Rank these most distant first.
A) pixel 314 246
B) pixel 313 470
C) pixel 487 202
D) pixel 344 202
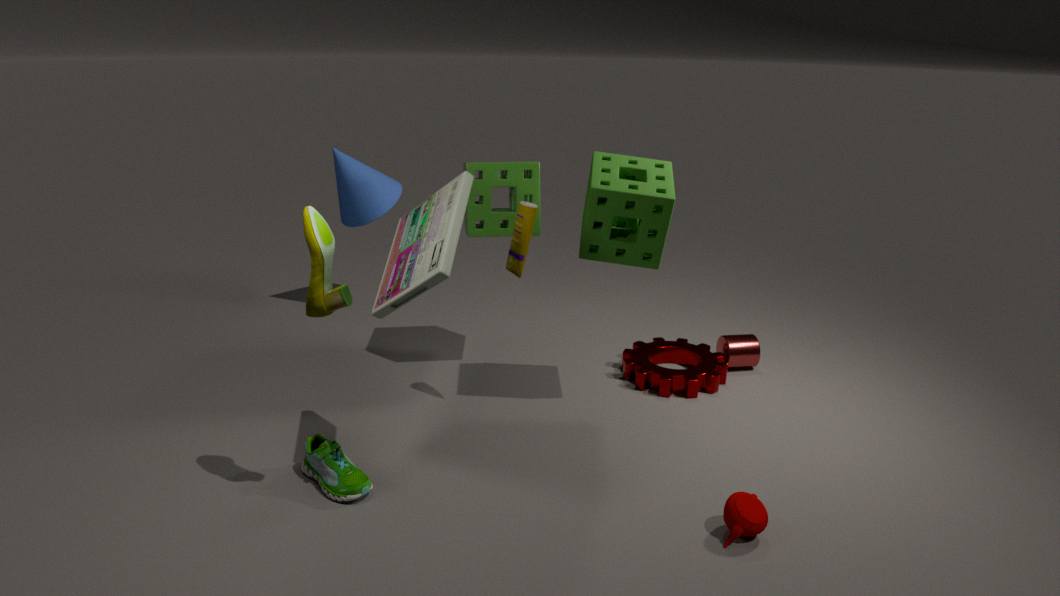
pixel 344 202
pixel 487 202
pixel 313 470
pixel 314 246
